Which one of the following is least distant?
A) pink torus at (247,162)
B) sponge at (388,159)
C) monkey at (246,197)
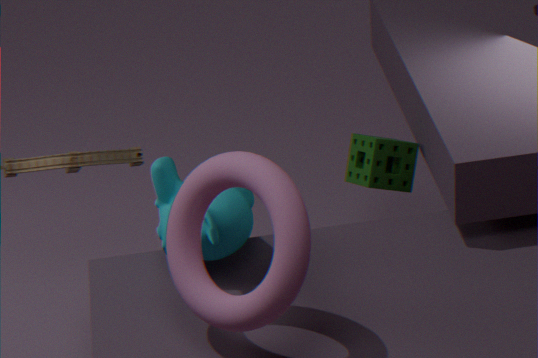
pink torus at (247,162)
